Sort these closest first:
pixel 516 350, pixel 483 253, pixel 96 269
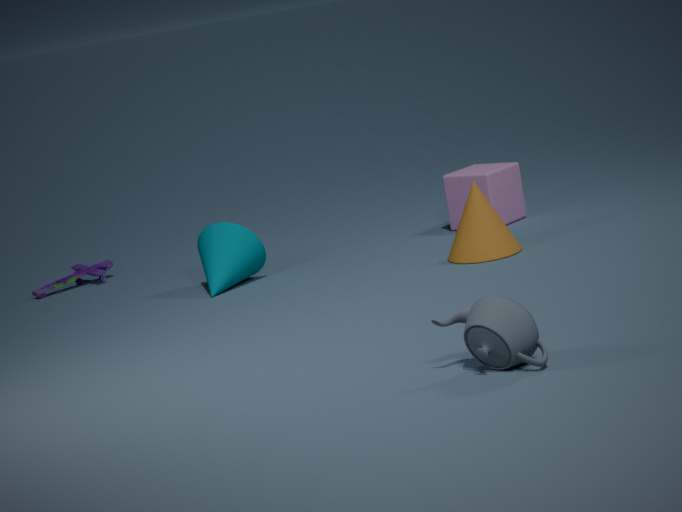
pixel 516 350 < pixel 483 253 < pixel 96 269
